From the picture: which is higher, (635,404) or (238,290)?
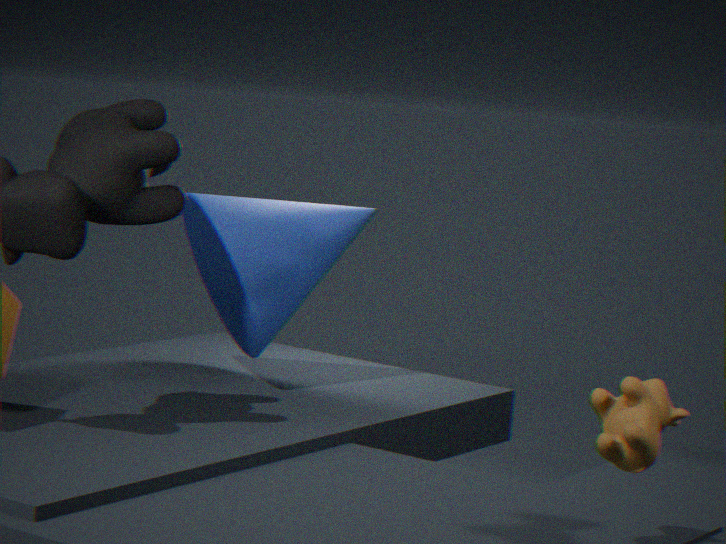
(238,290)
